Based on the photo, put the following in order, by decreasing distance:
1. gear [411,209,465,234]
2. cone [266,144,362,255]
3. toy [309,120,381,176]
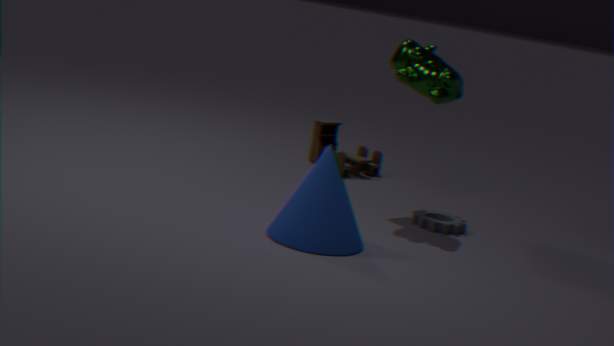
toy [309,120,381,176]
gear [411,209,465,234]
cone [266,144,362,255]
